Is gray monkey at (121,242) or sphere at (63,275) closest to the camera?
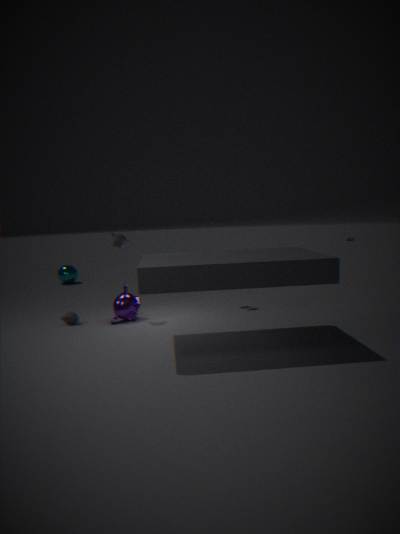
gray monkey at (121,242)
